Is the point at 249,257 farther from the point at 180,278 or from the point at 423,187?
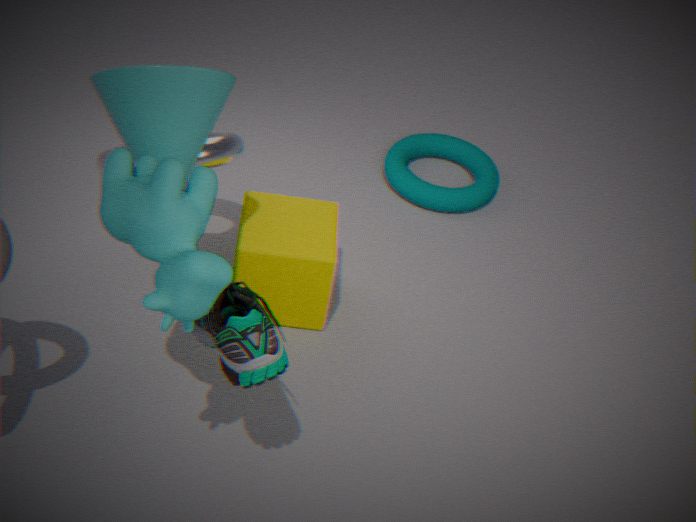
the point at 180,278
